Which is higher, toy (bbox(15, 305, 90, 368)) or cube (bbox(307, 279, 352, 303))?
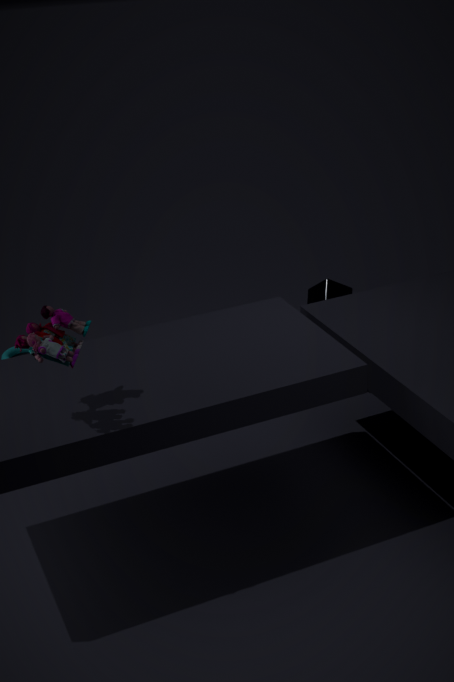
toy (bbox(15, 305, 90, 368))
